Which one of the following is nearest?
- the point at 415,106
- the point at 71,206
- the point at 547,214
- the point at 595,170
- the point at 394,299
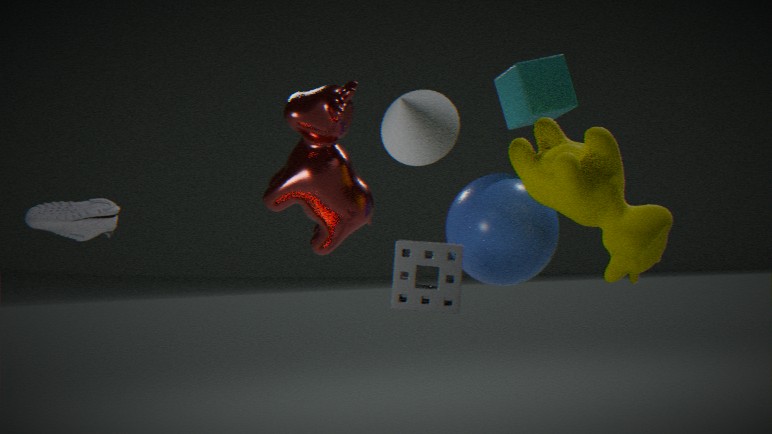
the point at 415,106
